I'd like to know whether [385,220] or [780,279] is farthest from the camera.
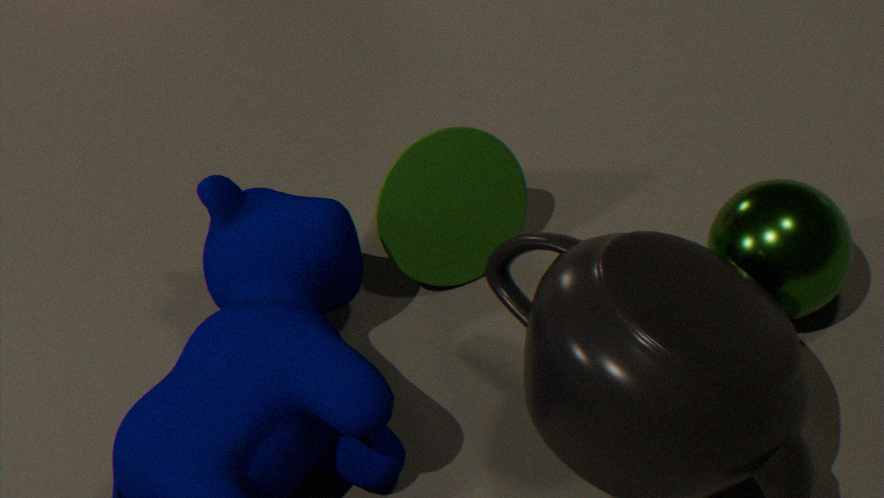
[385,220]
